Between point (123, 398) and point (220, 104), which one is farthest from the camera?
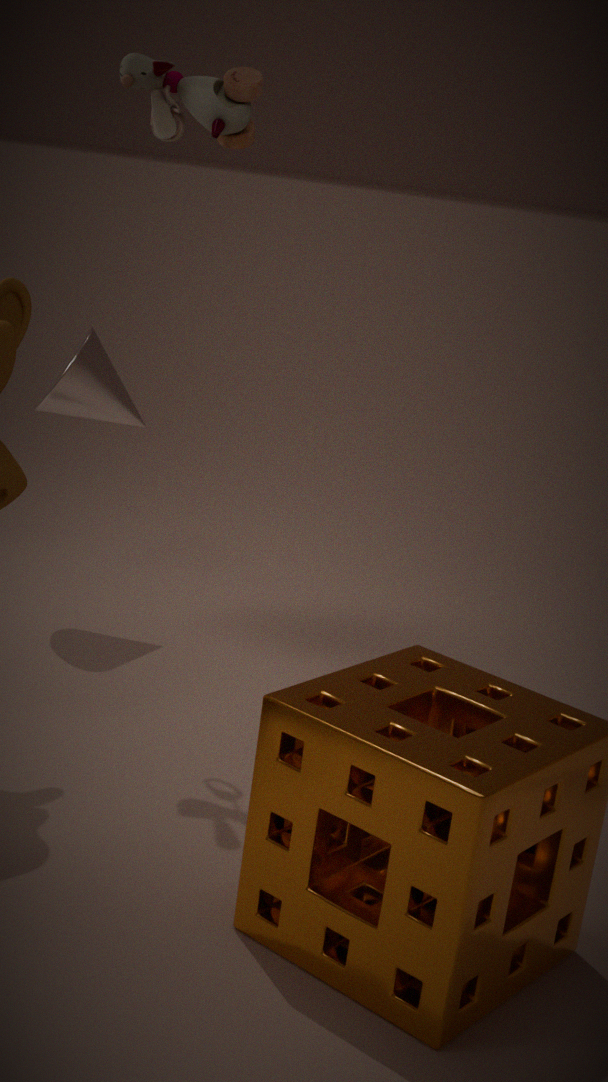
point (123, 398)
